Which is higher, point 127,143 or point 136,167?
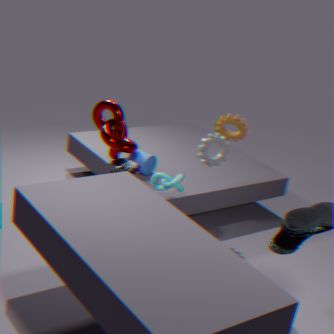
point 127,143
